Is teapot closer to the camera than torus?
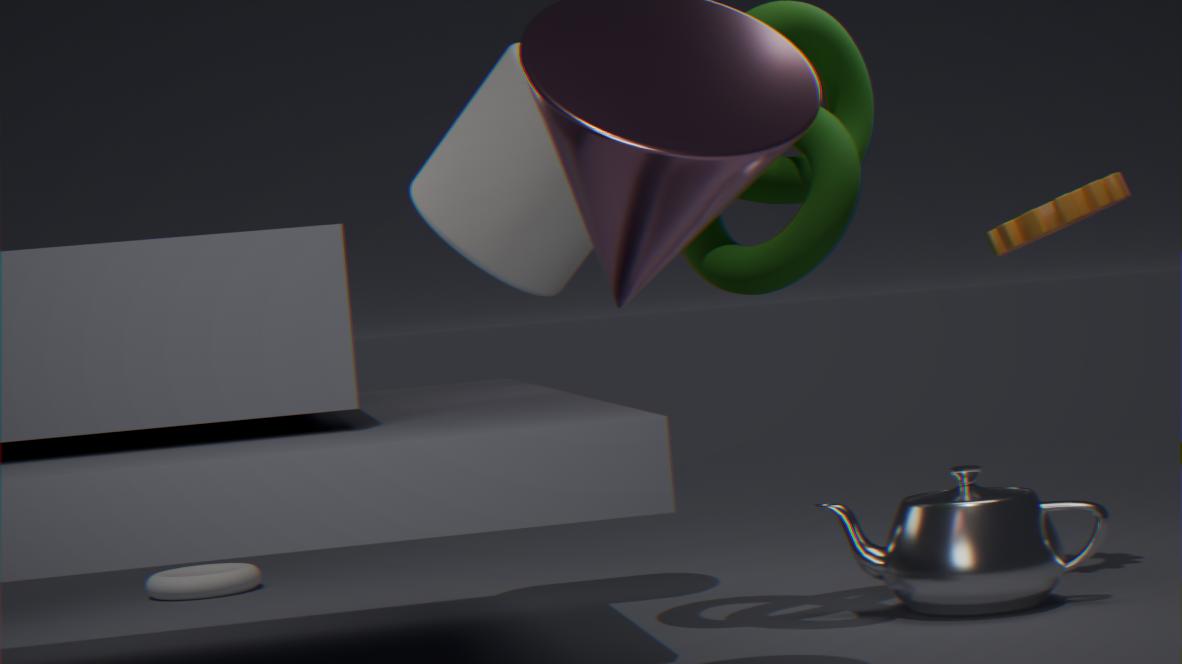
Yes
